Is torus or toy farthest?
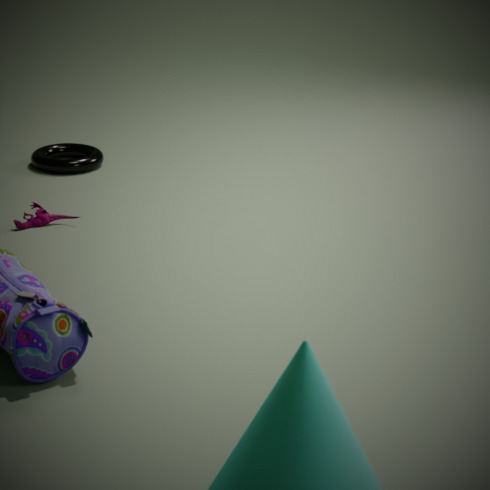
torus
